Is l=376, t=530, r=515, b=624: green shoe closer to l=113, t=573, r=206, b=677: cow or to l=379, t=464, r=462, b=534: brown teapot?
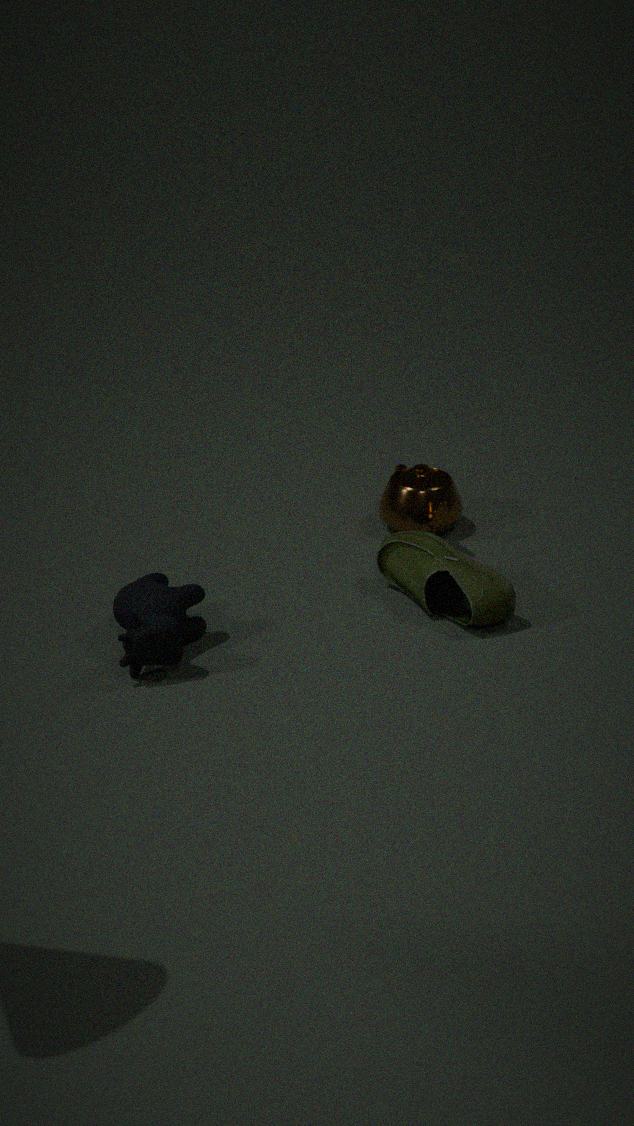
l=379, t=464, r=462, b=534: brown teapot
